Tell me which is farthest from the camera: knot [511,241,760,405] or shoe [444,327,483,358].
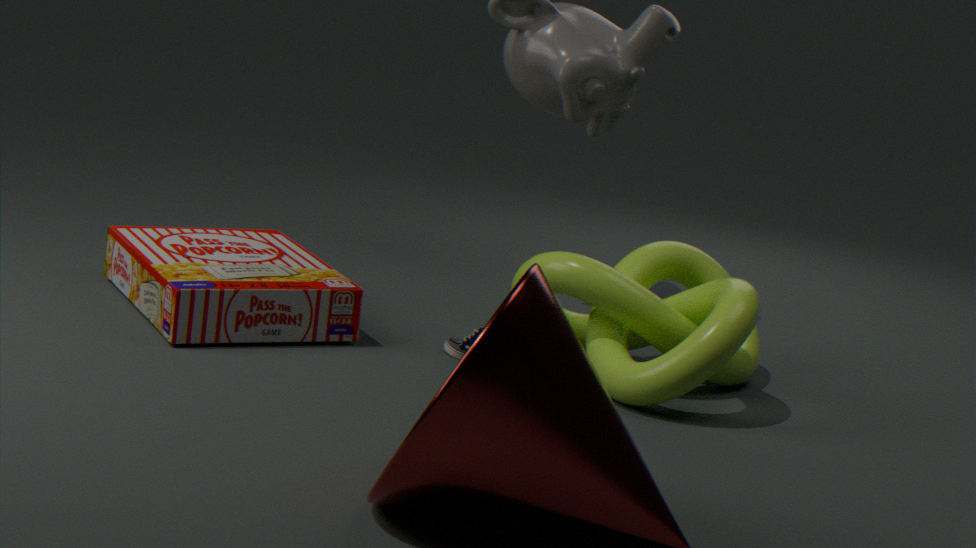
shoe [444,327,483,358]
